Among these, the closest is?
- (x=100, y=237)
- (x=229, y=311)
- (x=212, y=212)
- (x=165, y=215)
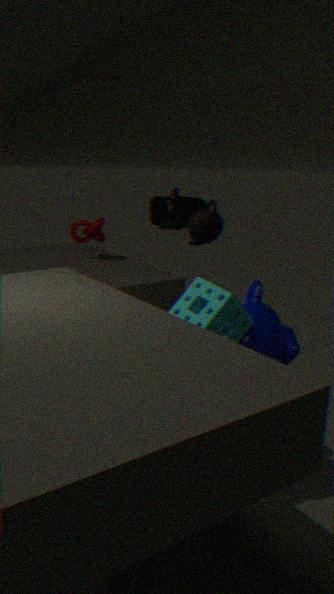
(x=229, y=311)
